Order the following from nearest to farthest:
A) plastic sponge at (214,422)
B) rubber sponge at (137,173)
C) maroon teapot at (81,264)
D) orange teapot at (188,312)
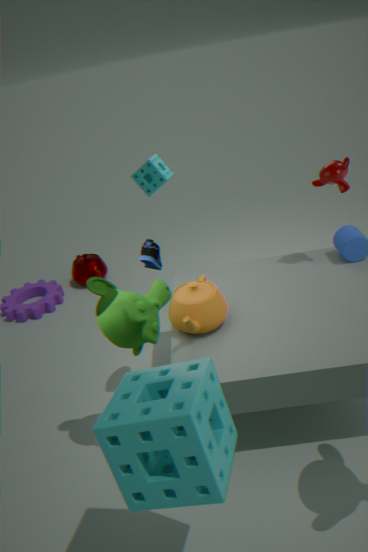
1. plastic sponge at (214,422)
2. orange teapot at (188,312)
3. rubber sponge at (137,173)
4. maroon teapot at (81,264)
